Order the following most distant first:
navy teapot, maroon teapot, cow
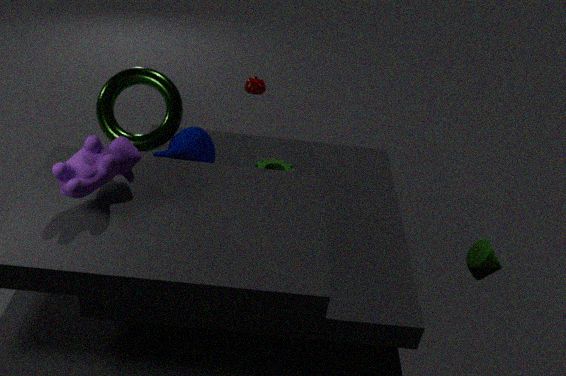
1. maroon teapot
2. navy teapot
3. cow
